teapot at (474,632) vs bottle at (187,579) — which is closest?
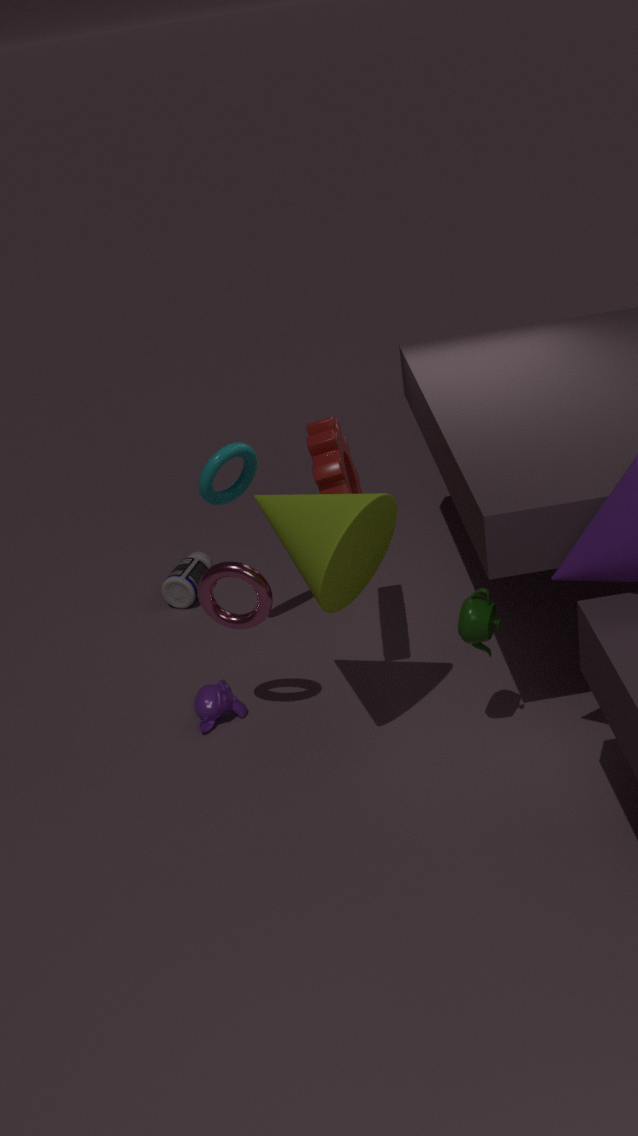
teapot at (474,632)
